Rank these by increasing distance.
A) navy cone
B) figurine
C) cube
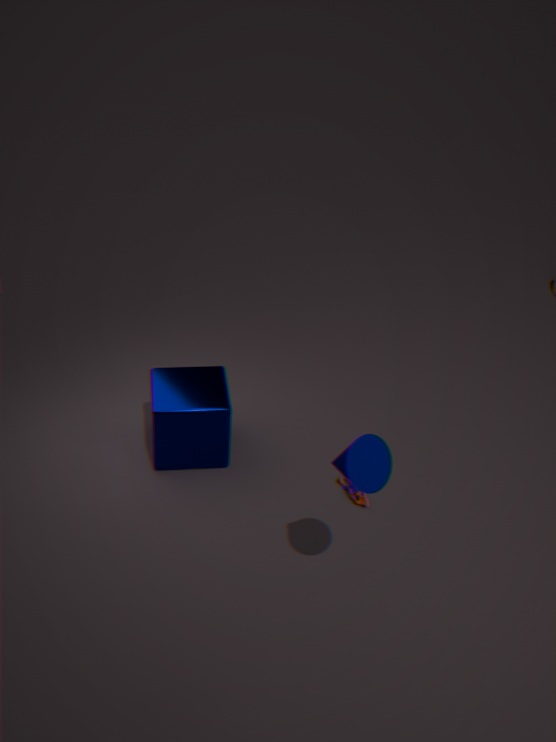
navy cone < cube < figurine
